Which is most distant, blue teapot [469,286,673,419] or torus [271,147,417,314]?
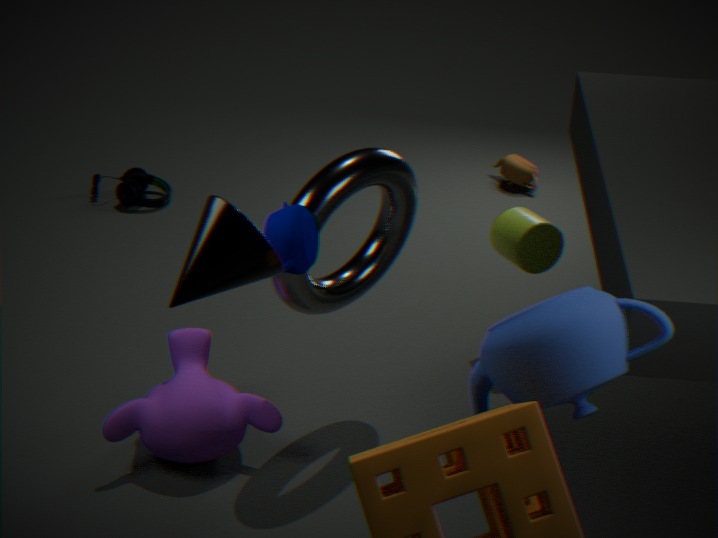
torus [271,147,417,314]
